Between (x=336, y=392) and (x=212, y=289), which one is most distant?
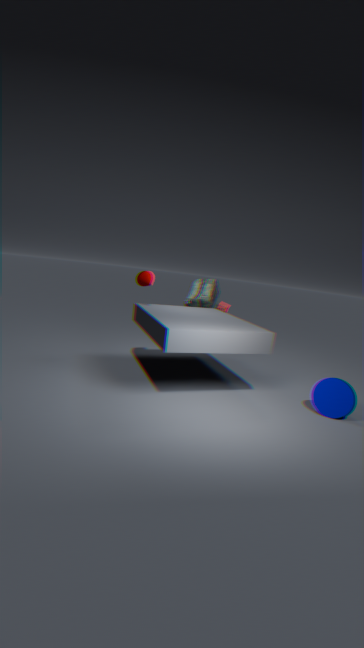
(x=212, y=289)
